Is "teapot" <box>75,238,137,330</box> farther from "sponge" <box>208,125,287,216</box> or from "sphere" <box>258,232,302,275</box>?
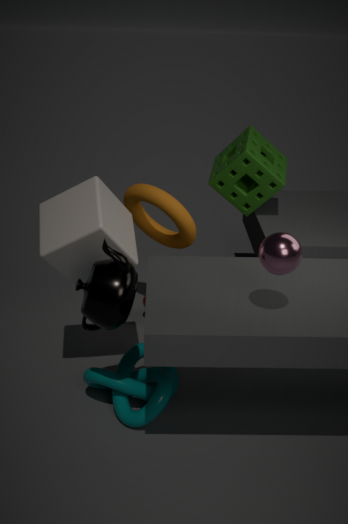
"sponge" <box>208,125,287,216</box>
